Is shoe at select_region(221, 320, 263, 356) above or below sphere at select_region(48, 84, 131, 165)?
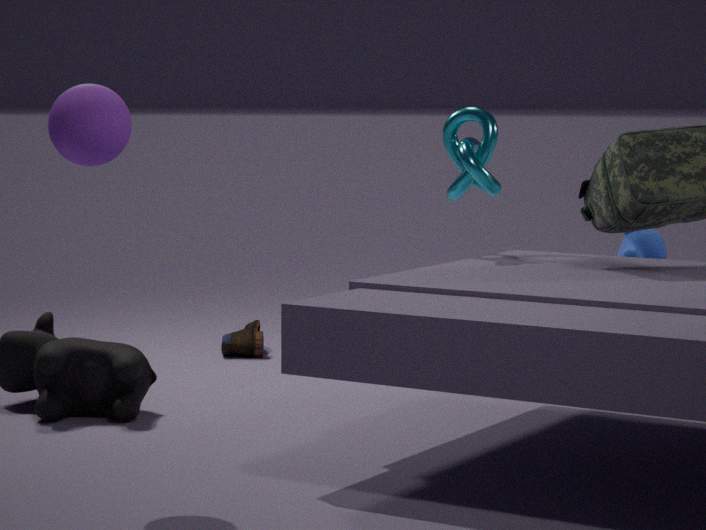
below
